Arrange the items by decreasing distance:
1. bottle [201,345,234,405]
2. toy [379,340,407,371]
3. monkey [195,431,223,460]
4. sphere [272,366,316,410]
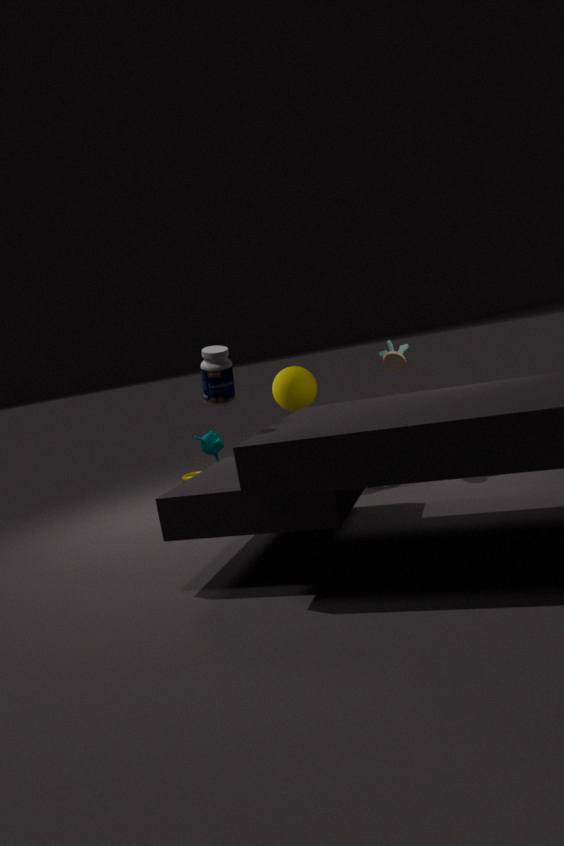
sphere [272,366,316,410], toy [379,340,407,371], monkey [195,431,223,460], bottle [201,345,234,405]
